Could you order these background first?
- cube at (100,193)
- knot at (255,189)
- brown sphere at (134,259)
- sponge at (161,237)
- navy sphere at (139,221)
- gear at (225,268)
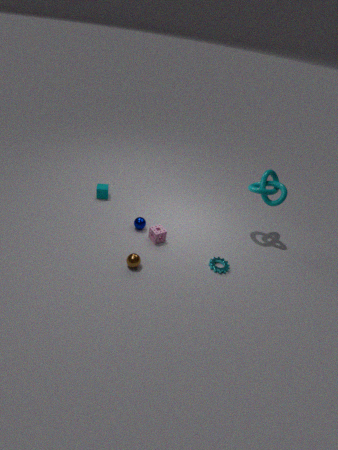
cube at (100,193), navy sphere at (139,221), knot at (255,189), sponge at (161,237), gear at (225,268), brown sphere at (134,259)
